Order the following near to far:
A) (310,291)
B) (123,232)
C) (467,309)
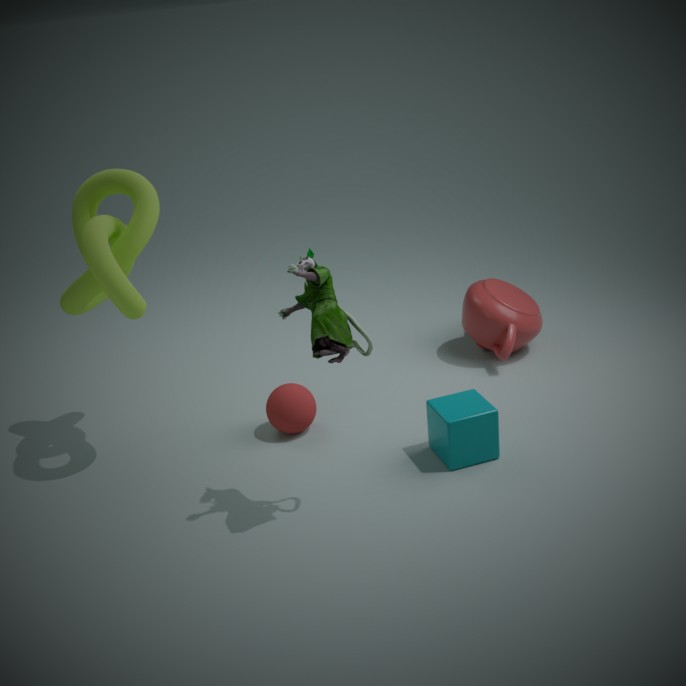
(310,291) < (123,232) < (467,309)
